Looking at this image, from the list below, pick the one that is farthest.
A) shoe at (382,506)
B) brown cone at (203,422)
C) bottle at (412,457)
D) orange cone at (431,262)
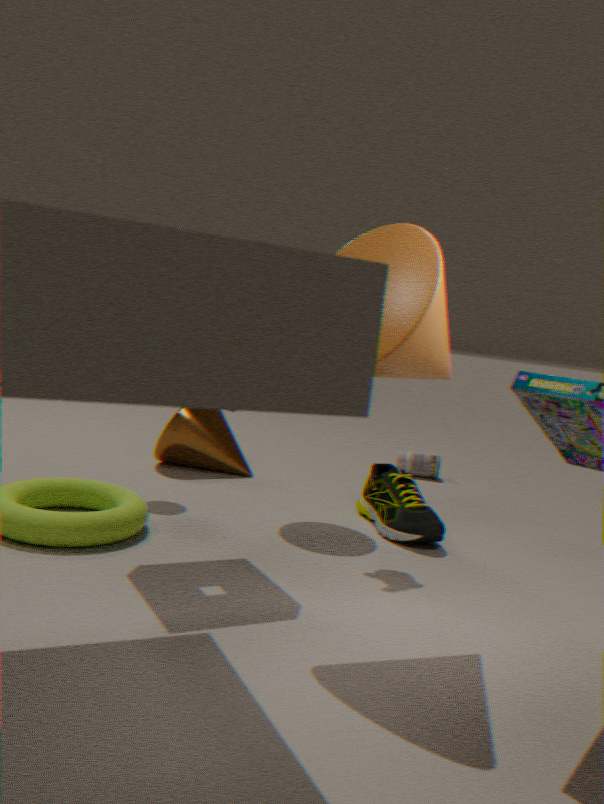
bottle at (412,457)
